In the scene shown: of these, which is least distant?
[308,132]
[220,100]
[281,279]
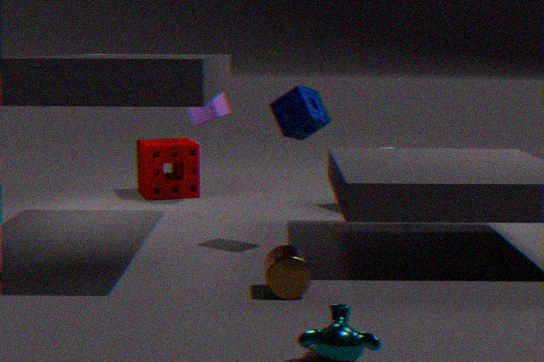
[281,279]
